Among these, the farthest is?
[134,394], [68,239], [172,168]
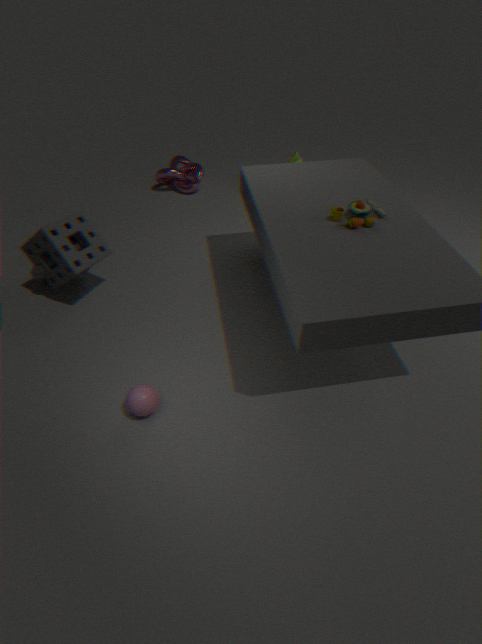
[172,168]
